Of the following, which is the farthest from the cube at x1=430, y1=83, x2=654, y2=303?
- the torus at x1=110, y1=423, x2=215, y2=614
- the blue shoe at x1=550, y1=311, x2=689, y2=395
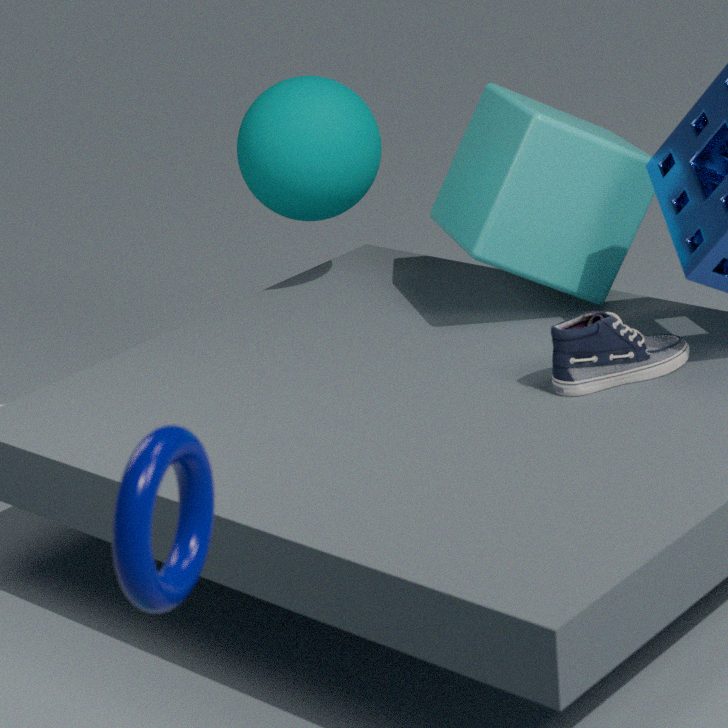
the torus at x1=110, y1=423, x2=215, y2=614
